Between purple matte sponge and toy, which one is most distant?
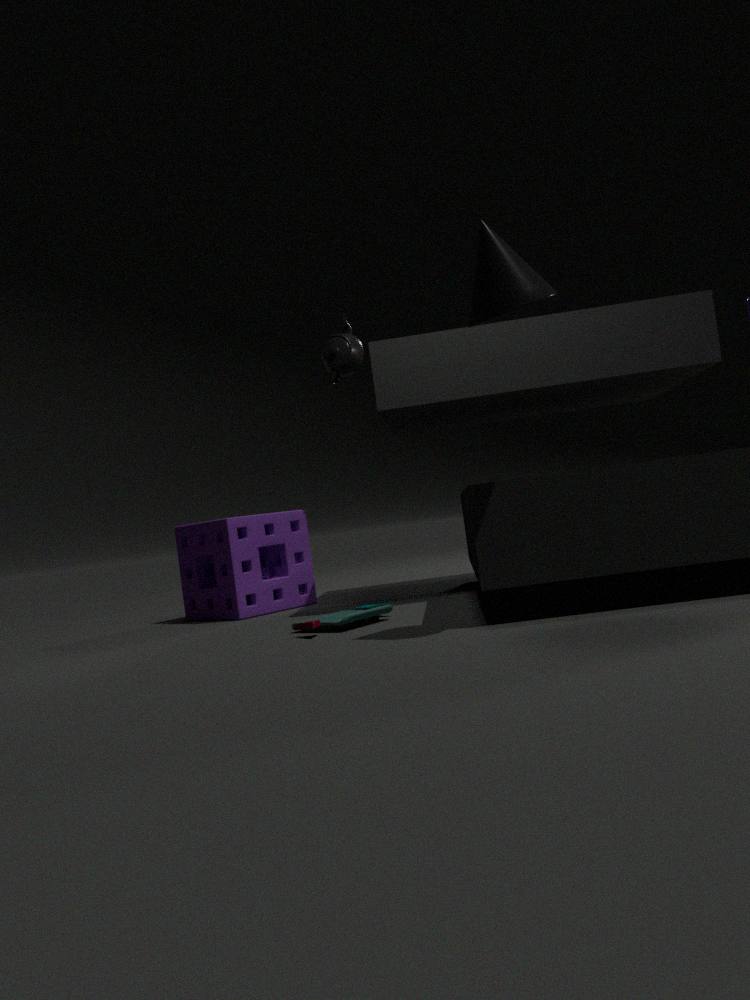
purple matte sponge
